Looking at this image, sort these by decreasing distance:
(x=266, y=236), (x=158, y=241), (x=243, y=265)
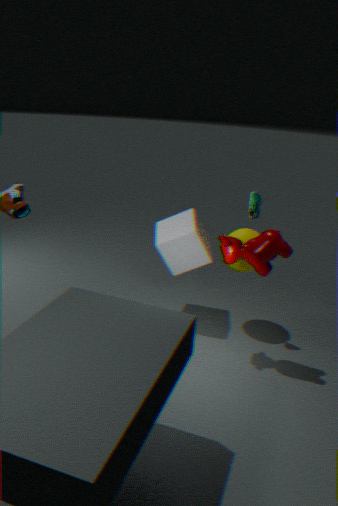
(x=158, y=241), (x=243, y=265), (x=266, y=236)
